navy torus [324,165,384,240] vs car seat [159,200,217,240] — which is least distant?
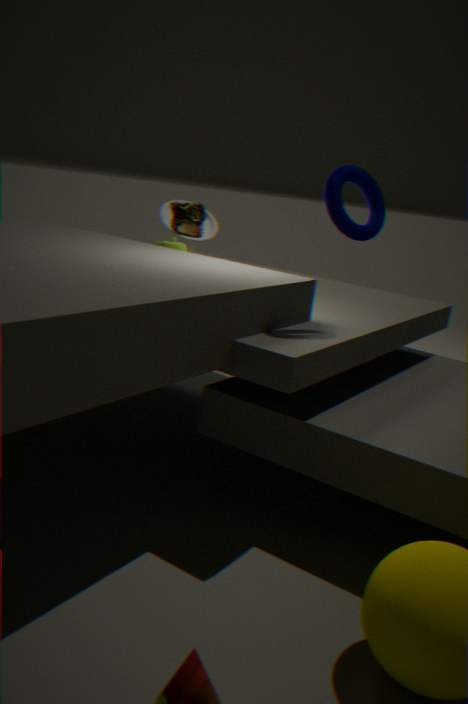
navy torus [324,165,384,240]
